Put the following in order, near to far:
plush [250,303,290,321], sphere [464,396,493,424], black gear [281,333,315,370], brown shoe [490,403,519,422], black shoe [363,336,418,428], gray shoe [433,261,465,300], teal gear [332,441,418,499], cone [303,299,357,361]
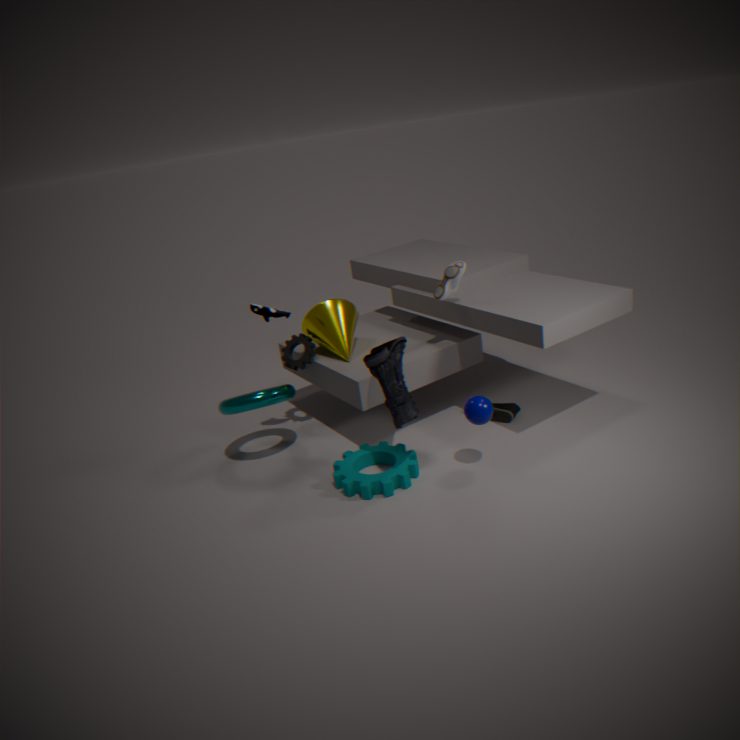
black shoe [363,336,418,428] → sphere [464,396,493,424] → teal gear [332,441,418,499] → plush [250,303,290,321] → gray shoe [433,261,465,300] → brown shoe [490,403,519,422] → cone [303,299,357,361] → black gear [281,333,315,370]
